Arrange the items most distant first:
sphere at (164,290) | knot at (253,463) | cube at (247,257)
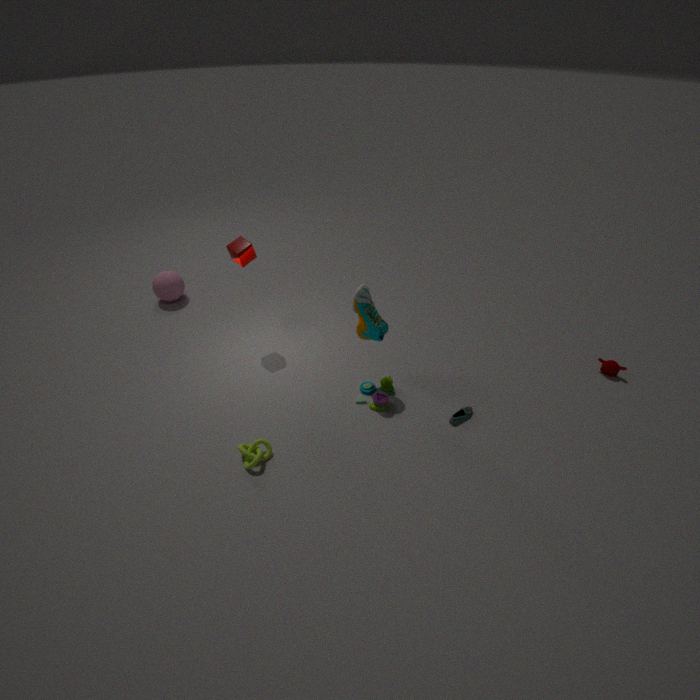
sphere at (164,290) < cube at (247,257) < knot at (253,463)
